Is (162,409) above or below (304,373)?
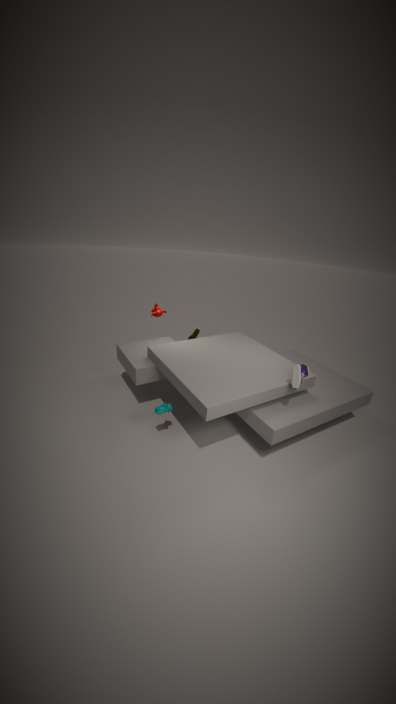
below
